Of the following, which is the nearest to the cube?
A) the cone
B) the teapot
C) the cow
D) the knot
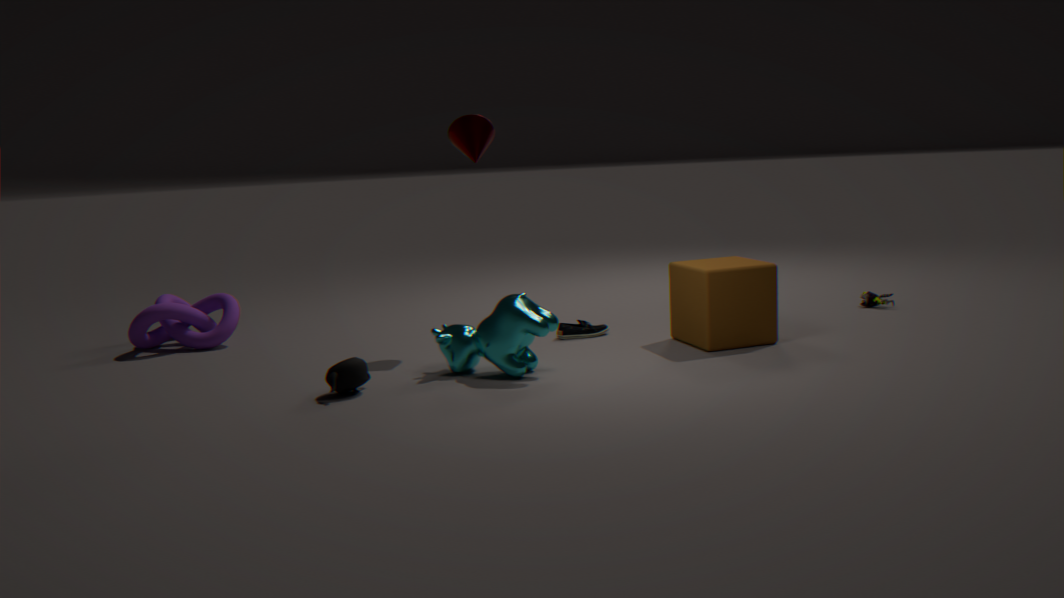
the cow
